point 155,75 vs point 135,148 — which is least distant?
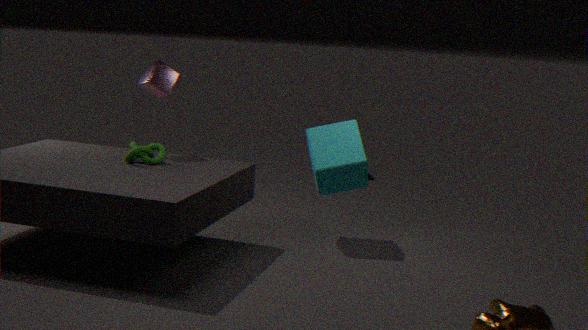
point 135,148
